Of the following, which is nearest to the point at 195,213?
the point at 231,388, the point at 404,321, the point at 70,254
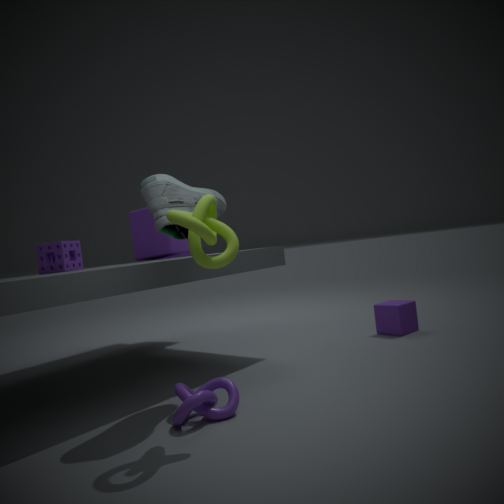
the point at 231,388
